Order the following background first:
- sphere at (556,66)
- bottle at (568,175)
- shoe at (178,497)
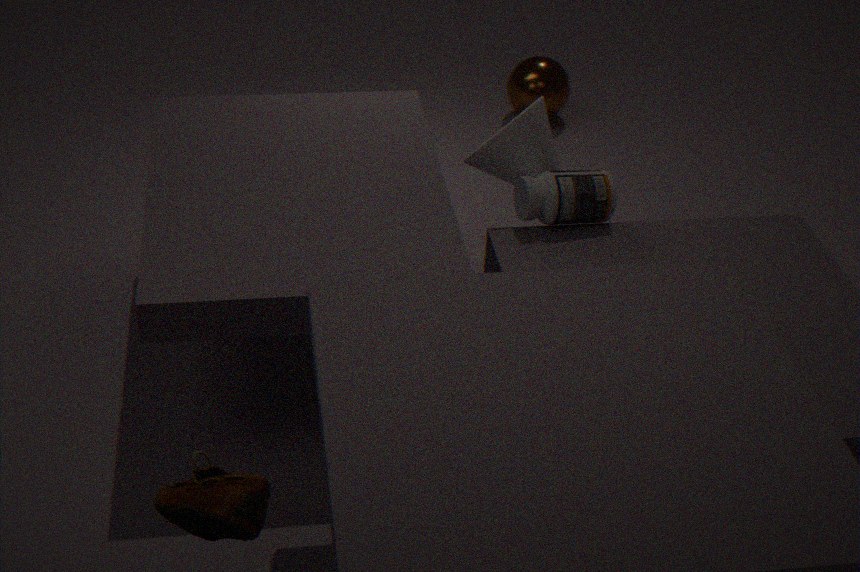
1. sphere at (556,66)
2. bottle at (568,175)
3. shoe at (178,497)
